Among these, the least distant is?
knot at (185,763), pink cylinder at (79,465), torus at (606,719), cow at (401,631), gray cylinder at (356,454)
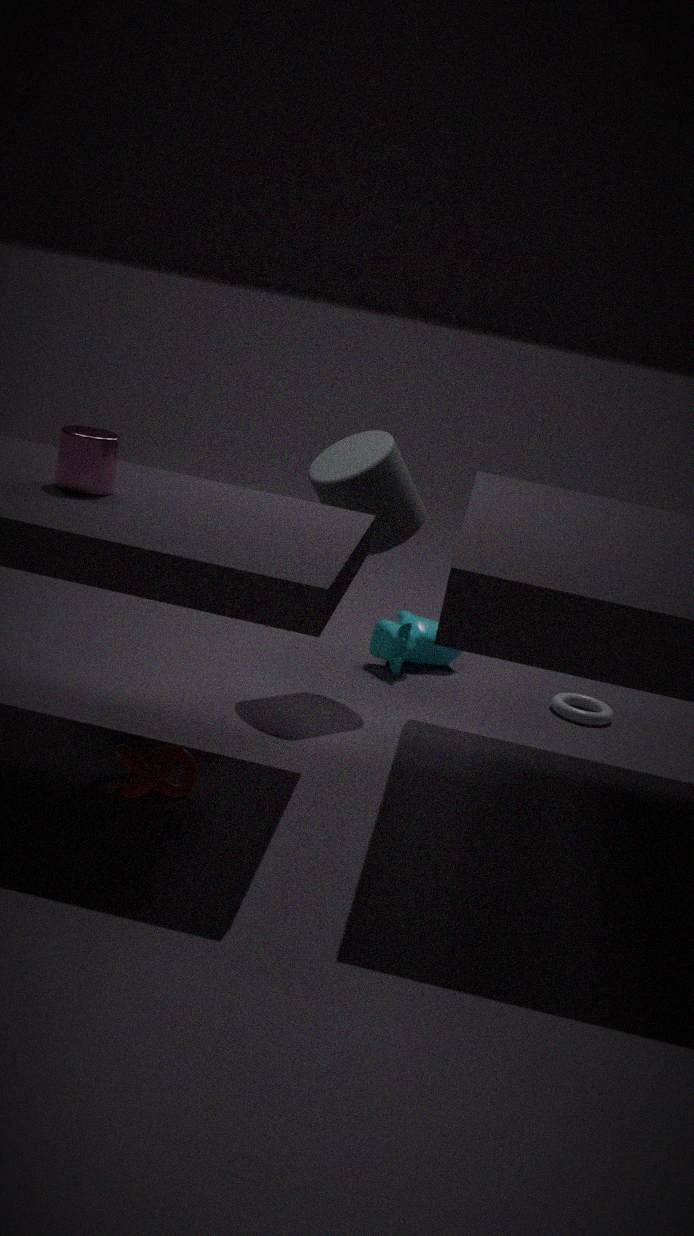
pink cylinder at (79,465)
